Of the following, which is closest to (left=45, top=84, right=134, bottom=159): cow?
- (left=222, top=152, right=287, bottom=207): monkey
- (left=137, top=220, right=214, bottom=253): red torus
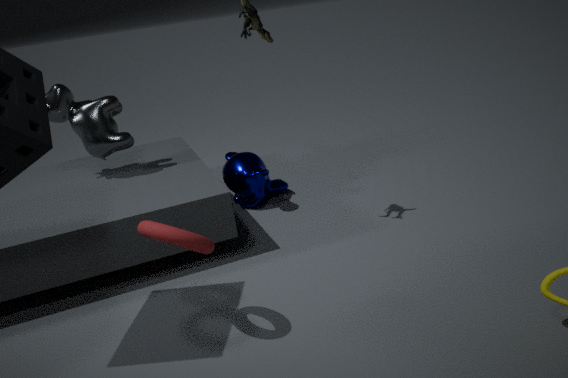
(left=222, top=152, right=287, bottom=207): monkey
